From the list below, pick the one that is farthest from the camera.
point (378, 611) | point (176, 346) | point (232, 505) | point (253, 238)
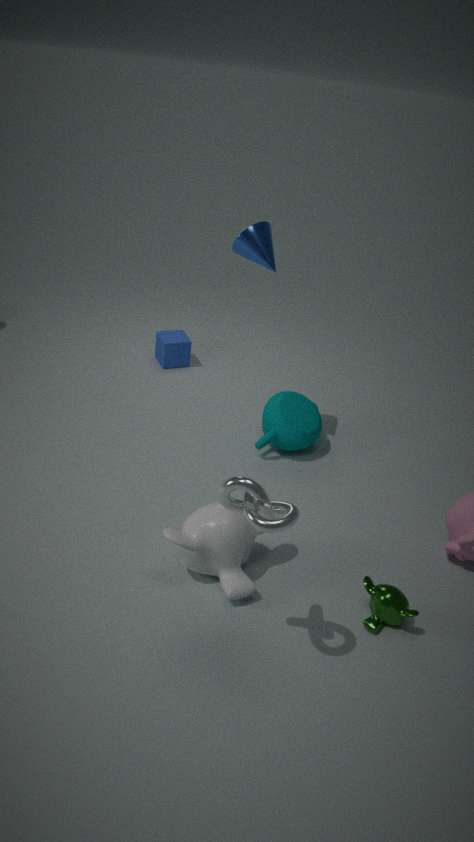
point (176, 346)
